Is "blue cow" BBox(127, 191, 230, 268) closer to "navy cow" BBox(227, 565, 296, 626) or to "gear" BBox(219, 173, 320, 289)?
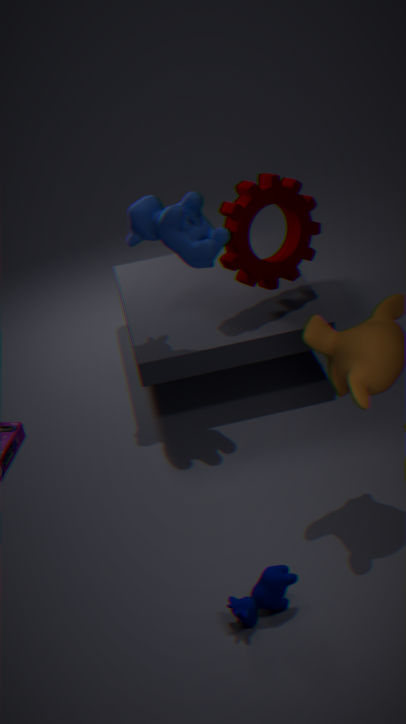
"gear" BBox(219, 173, 320, 289)
